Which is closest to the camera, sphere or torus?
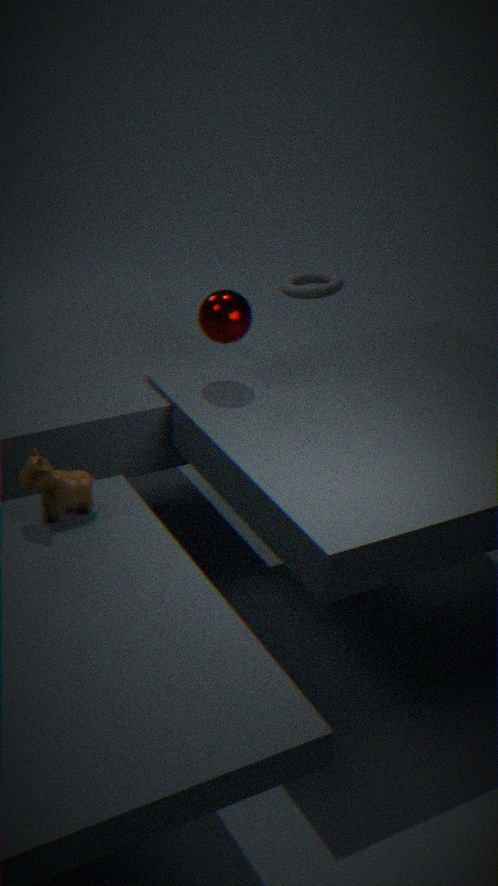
sphere
